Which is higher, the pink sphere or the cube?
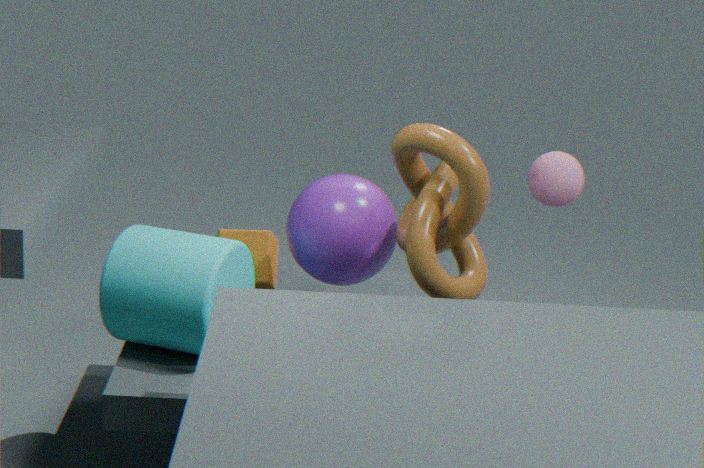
the pink sphere
